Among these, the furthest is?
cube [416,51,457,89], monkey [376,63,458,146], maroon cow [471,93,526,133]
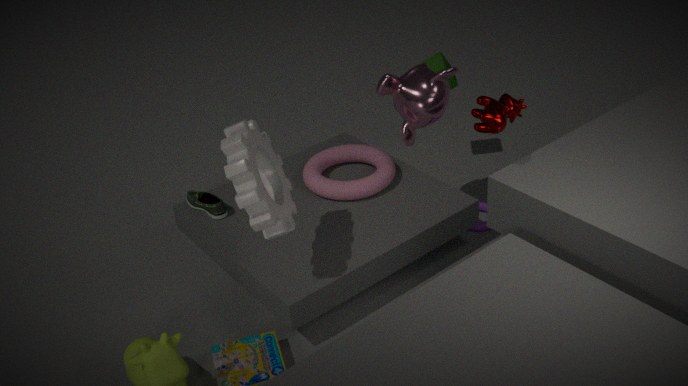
cube [416,51,457,89]
